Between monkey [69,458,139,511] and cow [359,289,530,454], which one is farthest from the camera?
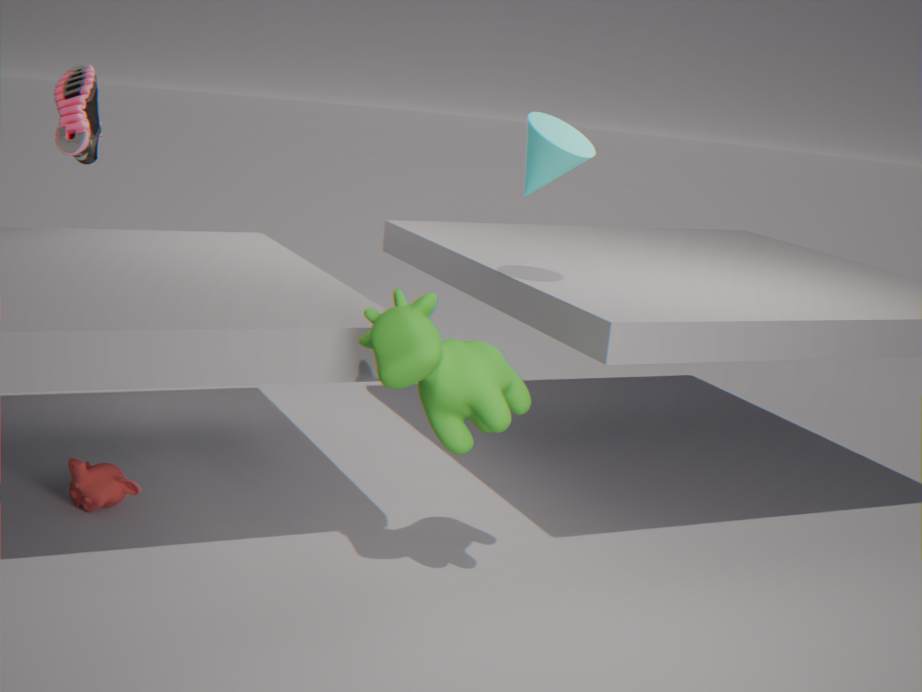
monkey [69,458,139,511]
